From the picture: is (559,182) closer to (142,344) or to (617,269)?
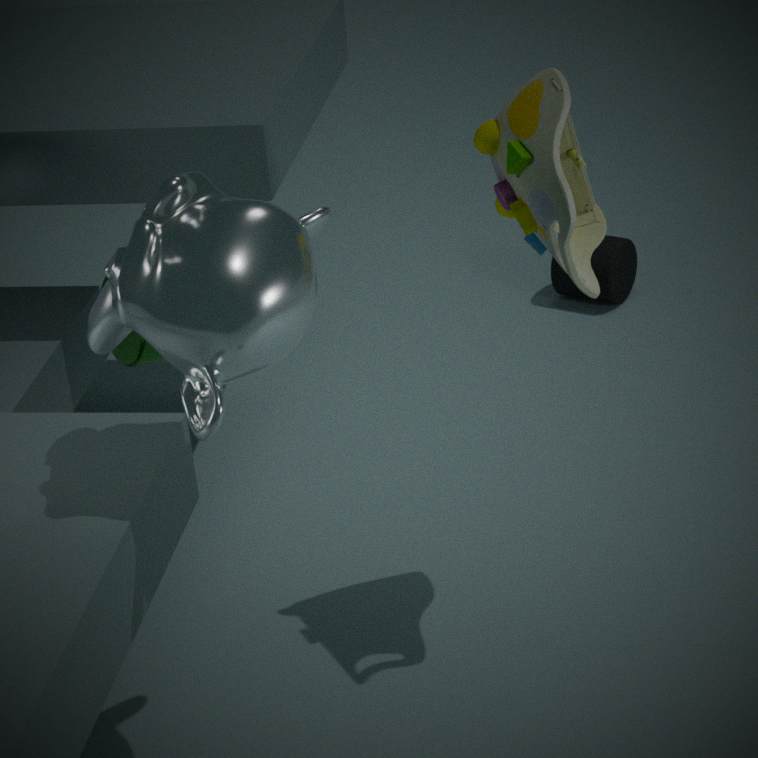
(142,344)
